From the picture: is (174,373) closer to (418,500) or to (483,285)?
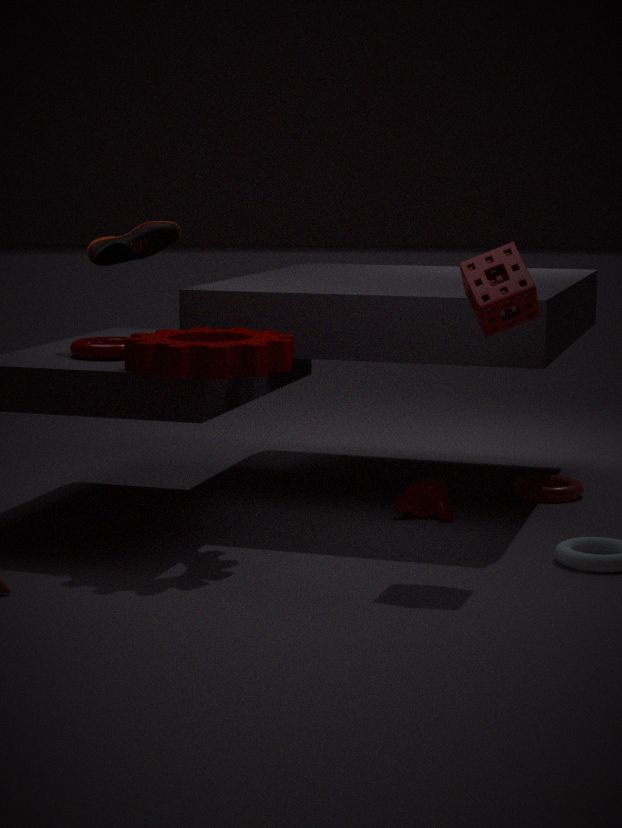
(483,285)
